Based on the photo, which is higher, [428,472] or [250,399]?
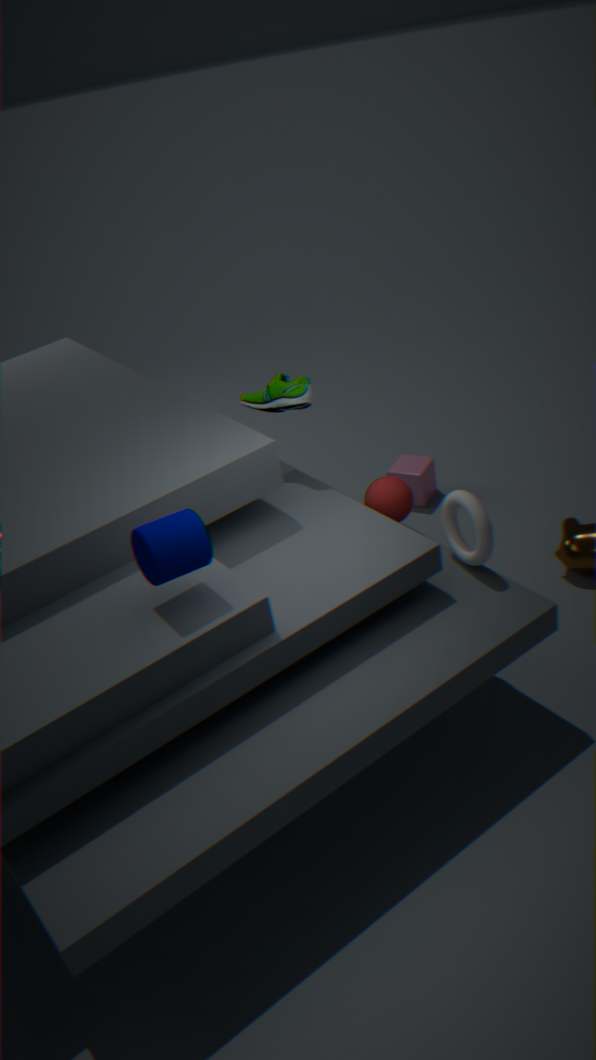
[250,399]
